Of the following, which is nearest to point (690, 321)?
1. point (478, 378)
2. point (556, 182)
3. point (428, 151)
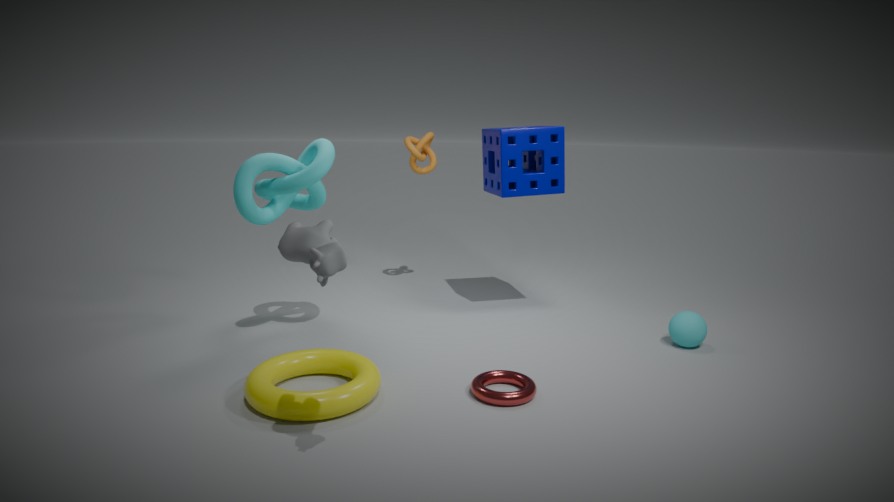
point (478, 378)
